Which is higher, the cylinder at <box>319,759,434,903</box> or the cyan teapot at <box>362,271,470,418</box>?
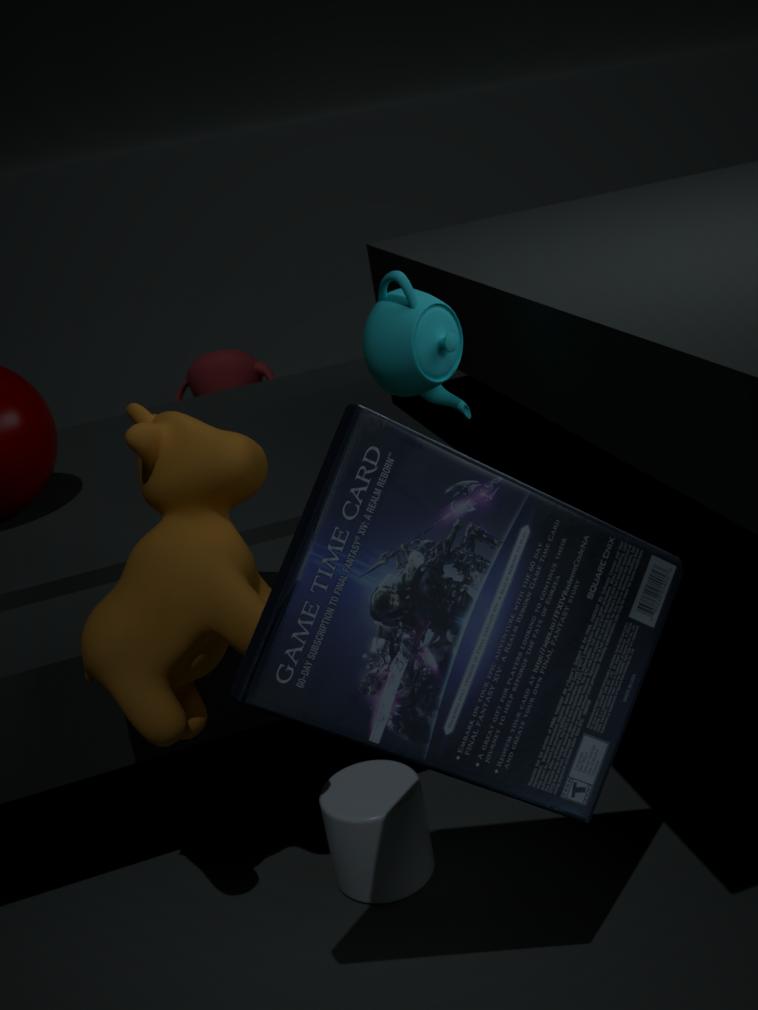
the cyan teapot at <box>362,271,470,418</box>
